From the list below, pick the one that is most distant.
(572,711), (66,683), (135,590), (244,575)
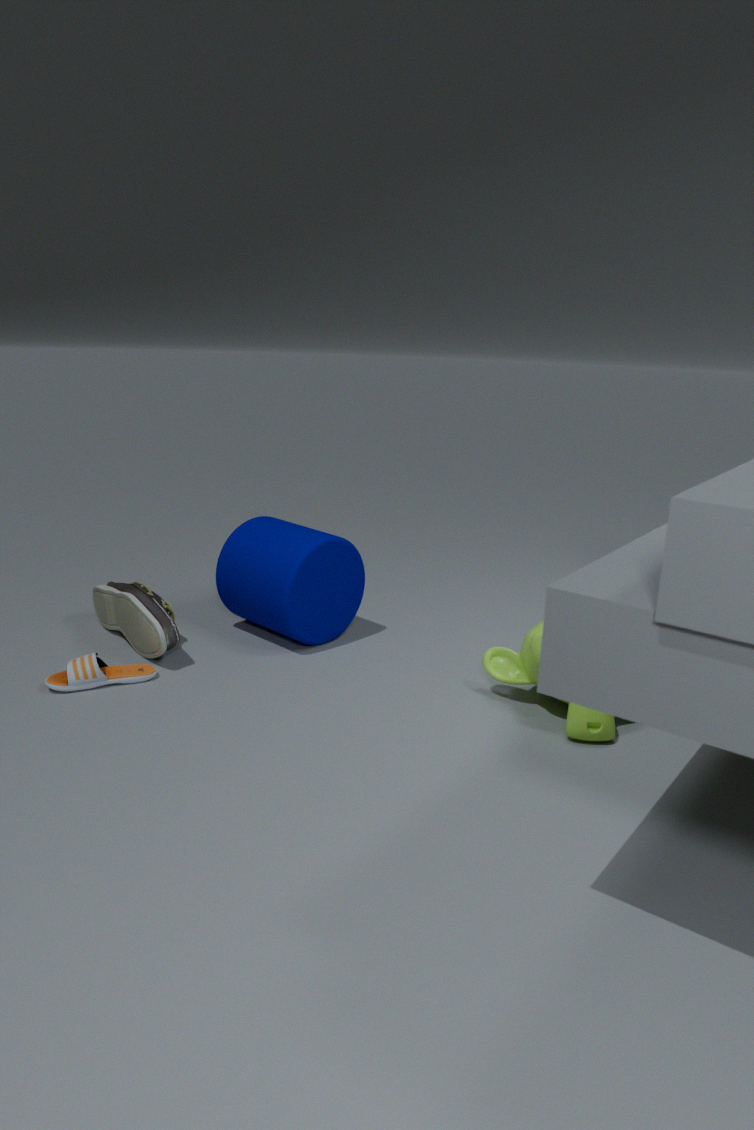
(244,575)
